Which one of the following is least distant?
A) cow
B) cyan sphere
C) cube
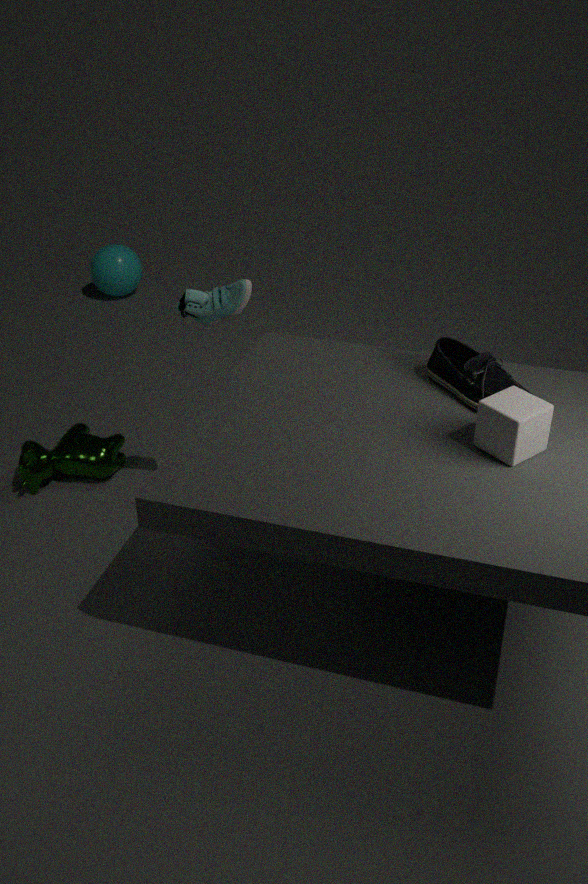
cube
